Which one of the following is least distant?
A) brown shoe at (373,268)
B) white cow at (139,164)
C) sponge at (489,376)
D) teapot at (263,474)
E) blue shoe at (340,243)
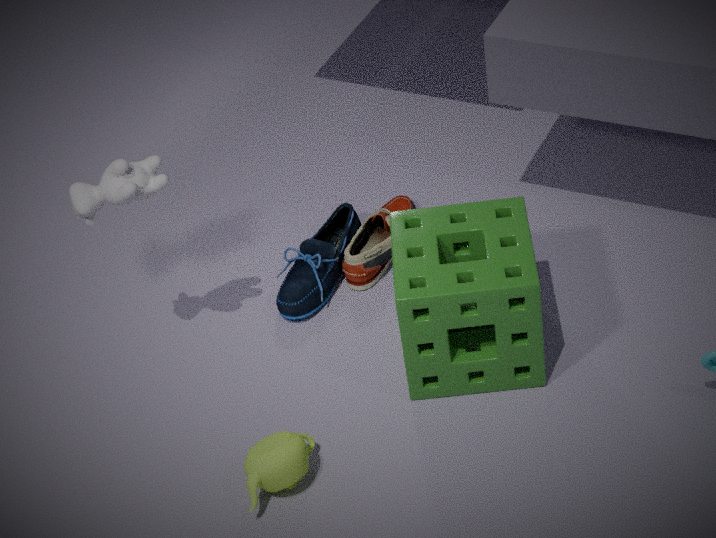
teapot at (263,474)
